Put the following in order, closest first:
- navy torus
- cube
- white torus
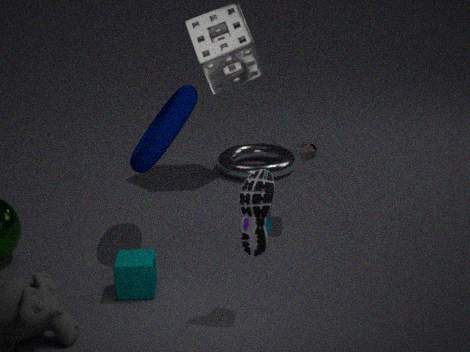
cube < navy torus < white torus
